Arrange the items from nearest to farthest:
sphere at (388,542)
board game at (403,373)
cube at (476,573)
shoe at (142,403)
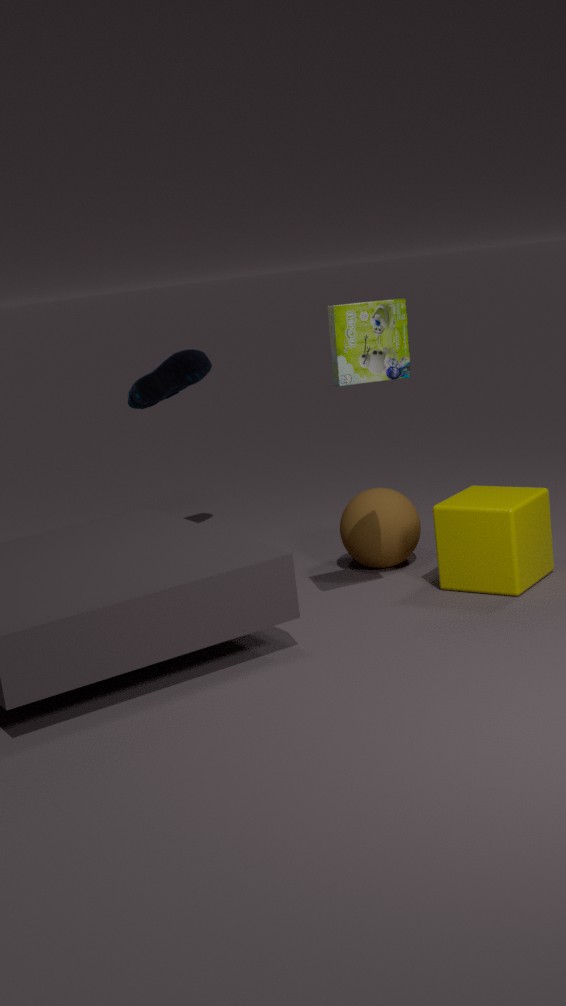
board game at (403,373) → cube at (476,573) → sphere at (388,542) → shoe at (142,403)
